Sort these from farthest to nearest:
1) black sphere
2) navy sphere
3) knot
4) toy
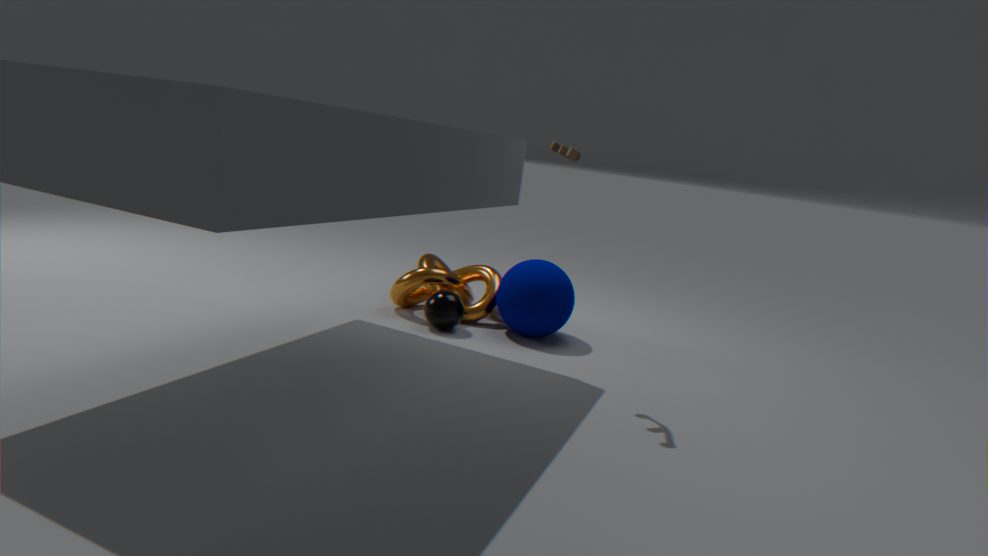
3. knot → 1. black sphere → 2. navy sphere → 4. toy
